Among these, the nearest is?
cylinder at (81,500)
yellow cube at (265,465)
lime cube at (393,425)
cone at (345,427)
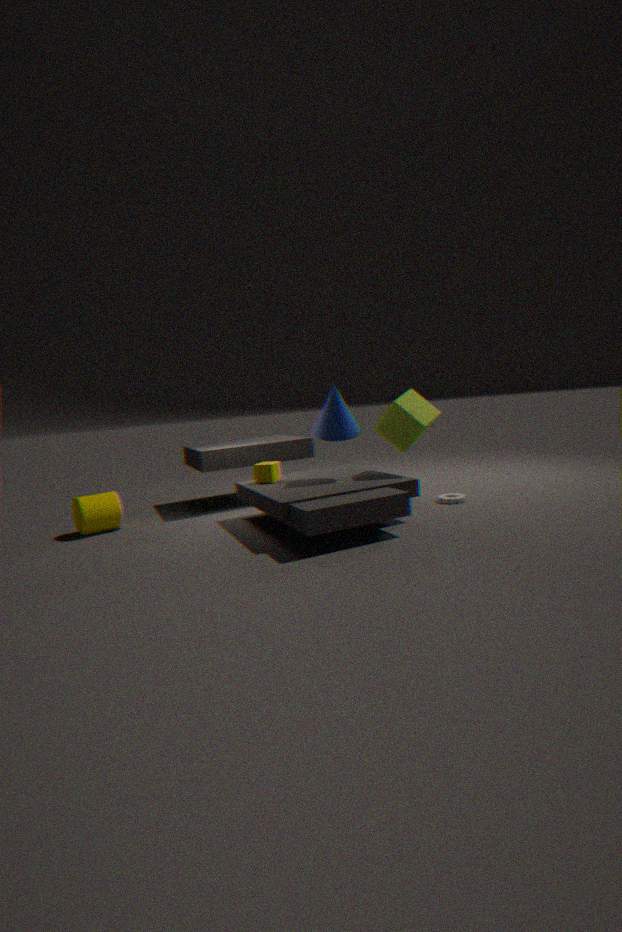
cone at (345,427)
